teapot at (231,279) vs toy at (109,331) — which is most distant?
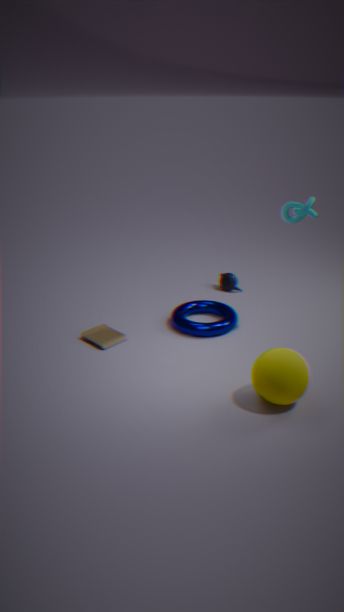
teapot at (231,279)
